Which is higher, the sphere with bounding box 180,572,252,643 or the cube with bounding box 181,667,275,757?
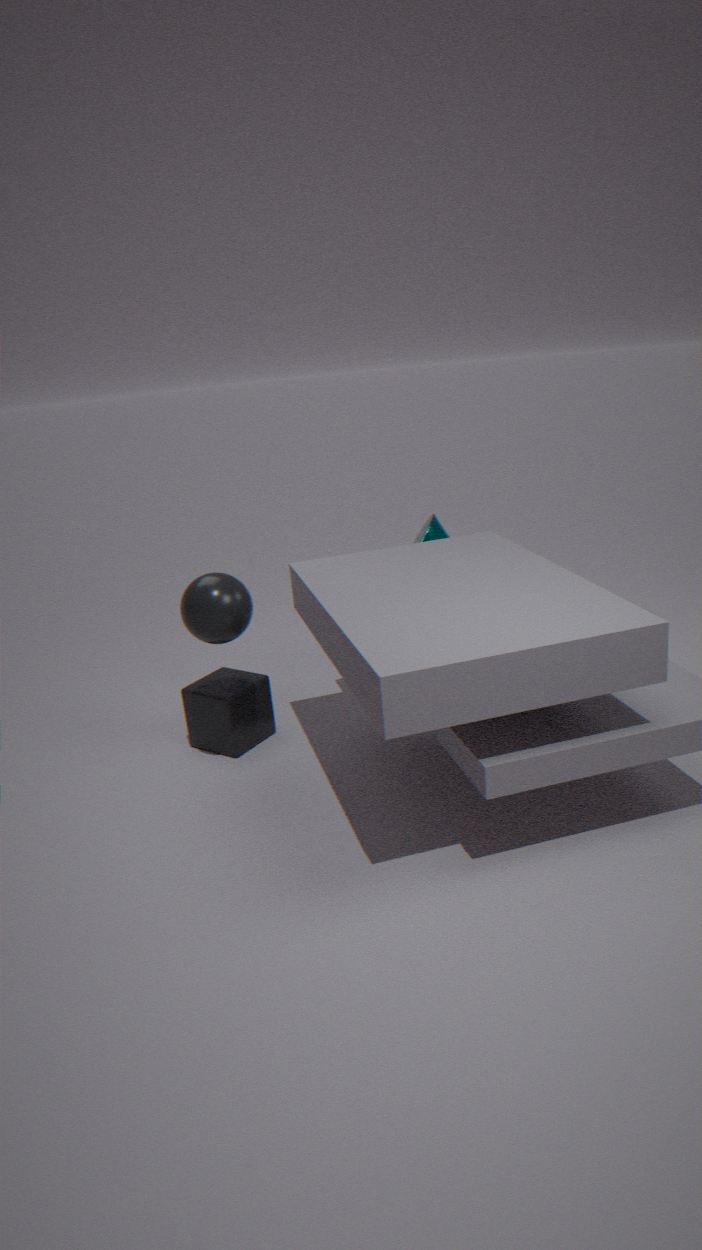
the sphere with bounding box 180,572,252,643
